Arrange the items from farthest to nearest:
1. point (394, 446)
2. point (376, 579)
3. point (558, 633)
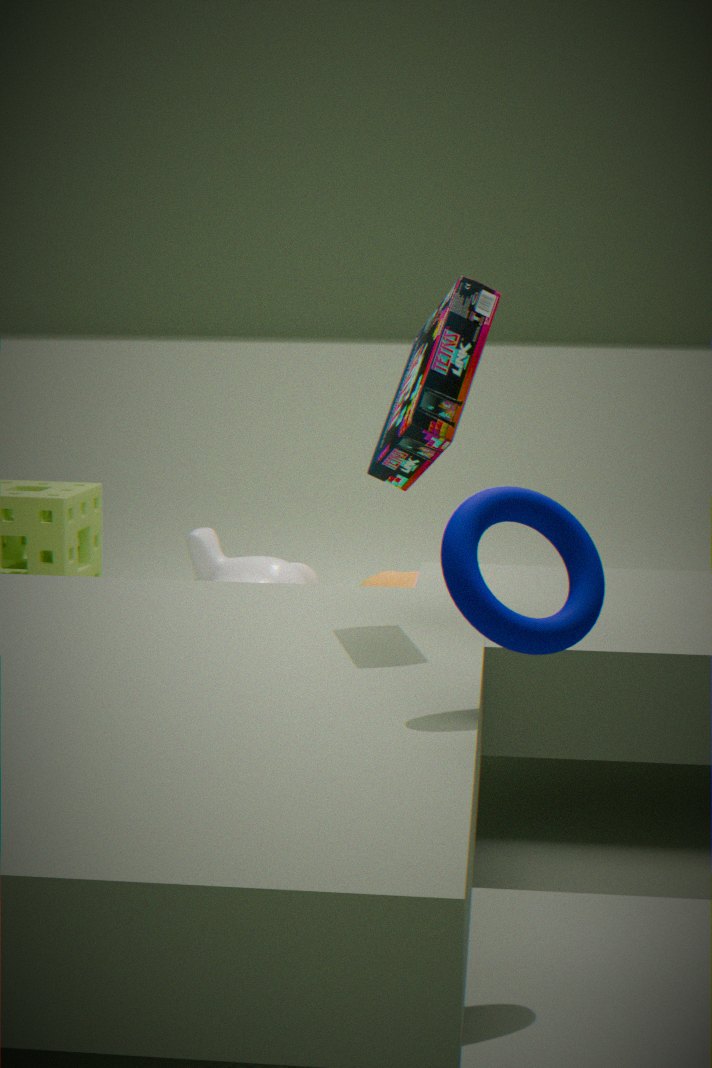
point (376, 579), point (394, 446), point (558, 633)
